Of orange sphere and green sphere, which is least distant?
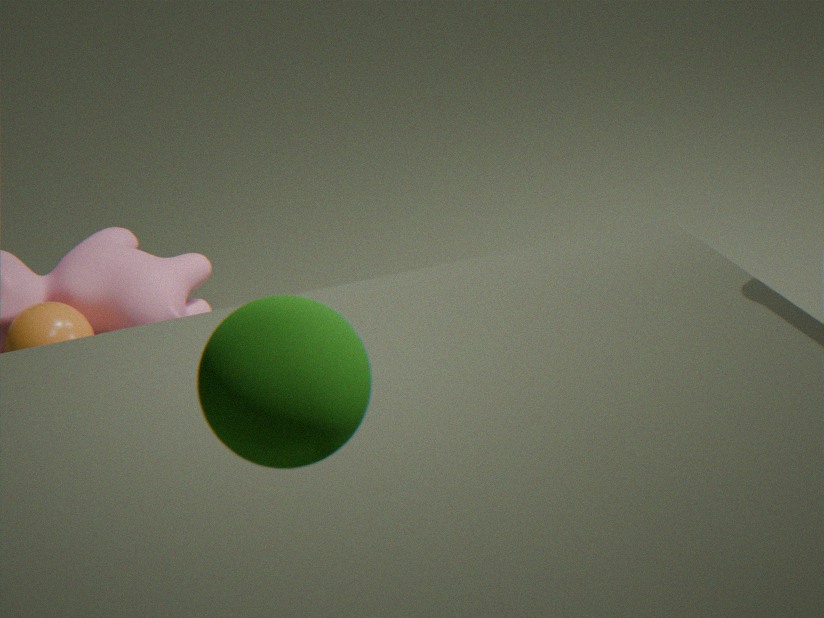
green sphere
